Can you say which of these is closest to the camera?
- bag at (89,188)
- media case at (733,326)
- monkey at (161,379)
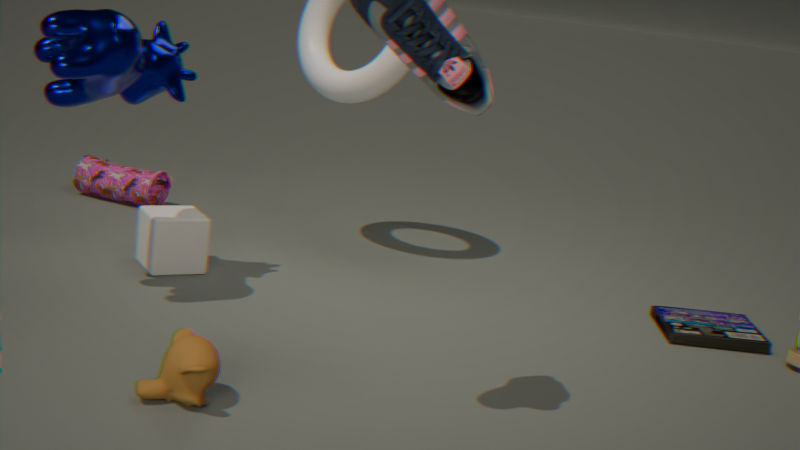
monkey at (161,379)
